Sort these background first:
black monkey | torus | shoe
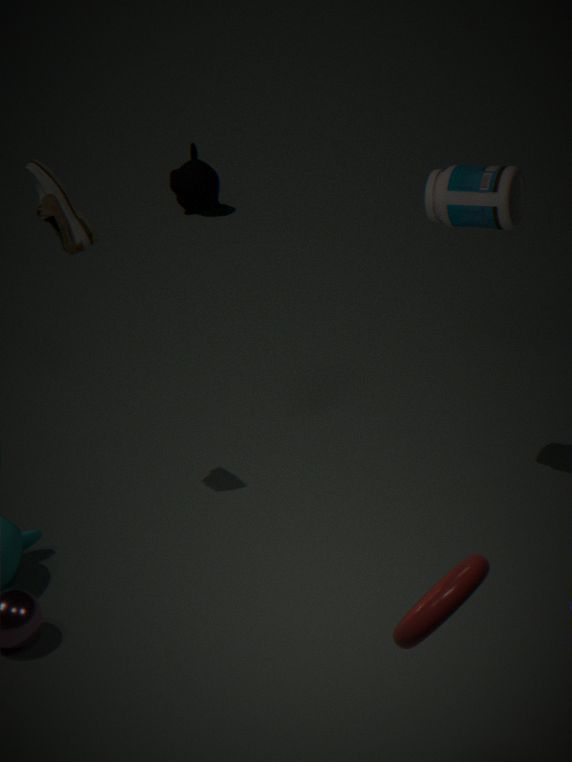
black monkey, shoe, torus
